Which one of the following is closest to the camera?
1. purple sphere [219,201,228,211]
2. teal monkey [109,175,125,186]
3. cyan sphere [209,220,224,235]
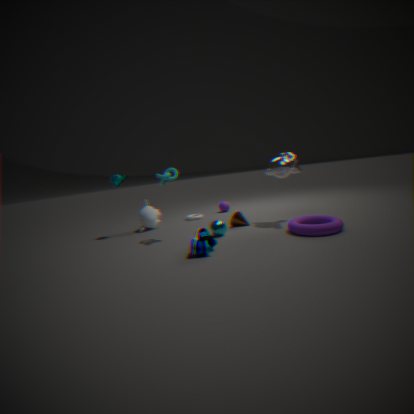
cyan sphere [209,220,224,235]
